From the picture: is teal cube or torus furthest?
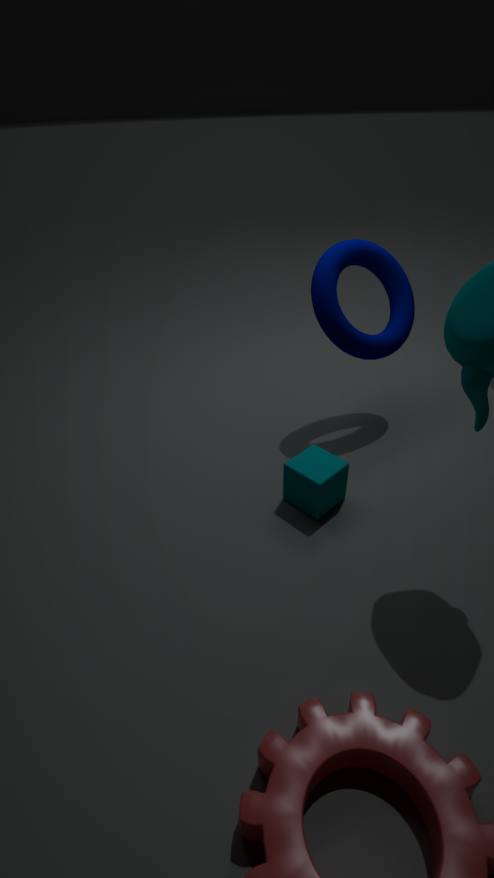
torus
